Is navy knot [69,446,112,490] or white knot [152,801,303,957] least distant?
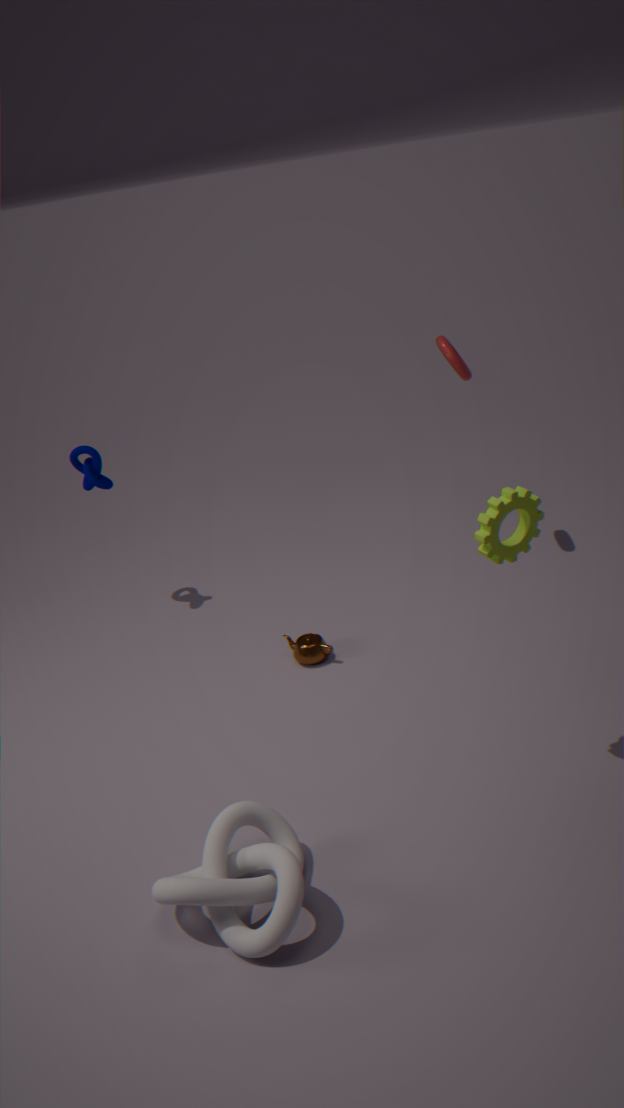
white knot [152,801,303,957]
